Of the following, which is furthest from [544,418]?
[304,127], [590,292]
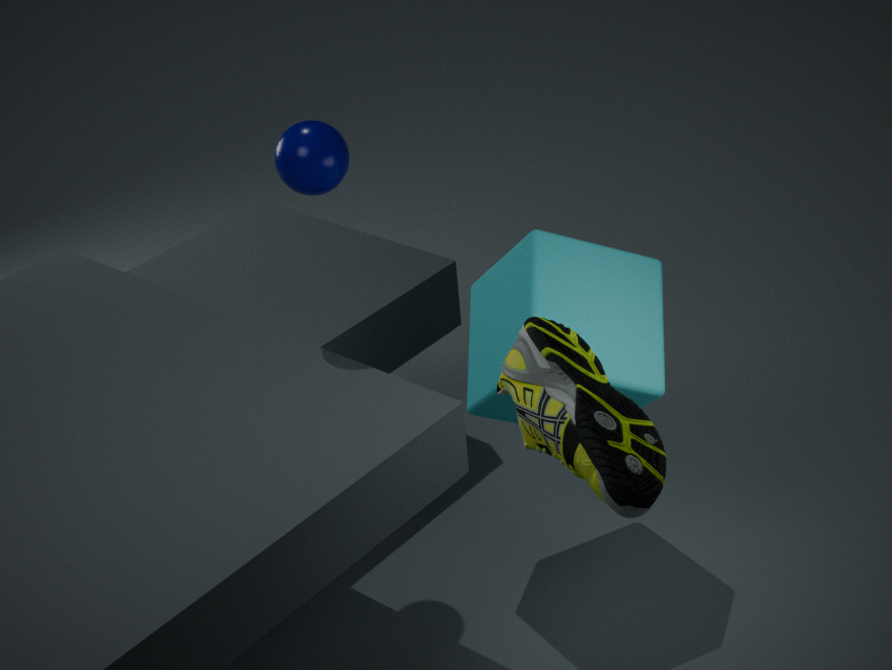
[304,127]
